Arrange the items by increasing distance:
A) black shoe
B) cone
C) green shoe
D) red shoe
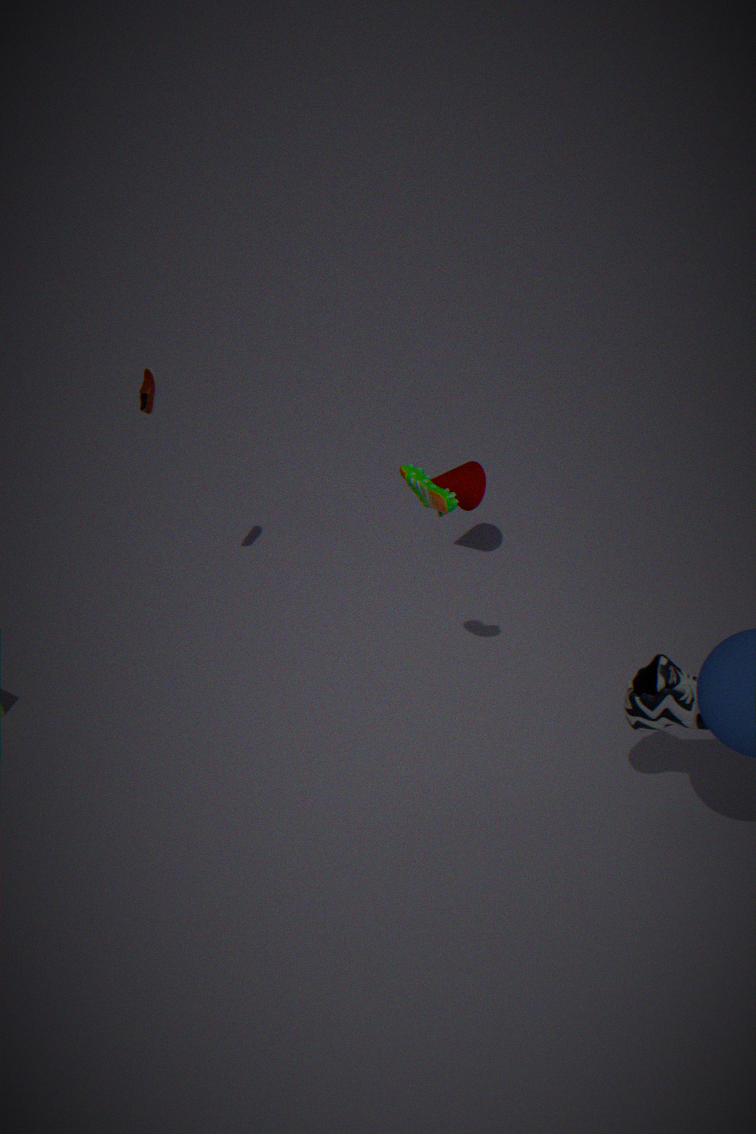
black shoe → green shoe → red shoe → cone
